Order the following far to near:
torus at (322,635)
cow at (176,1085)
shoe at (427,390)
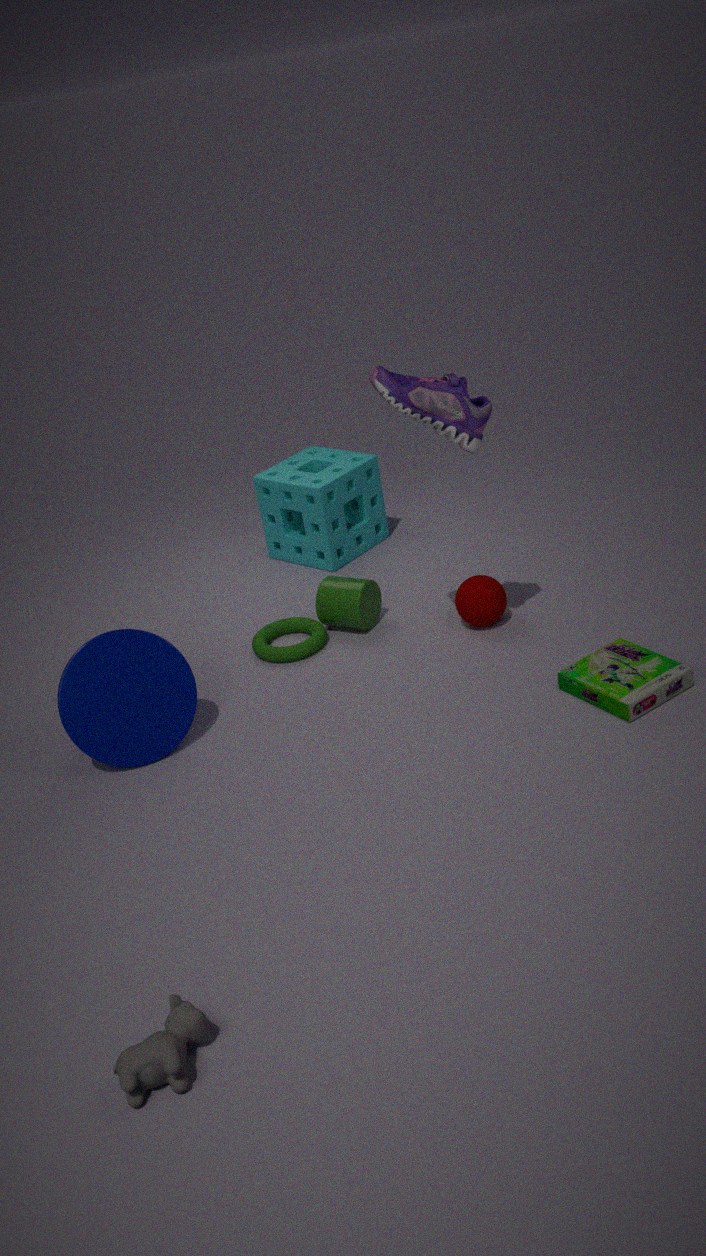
torus at (322,635) < shoe at (427,390) < cow at (176,1085)
